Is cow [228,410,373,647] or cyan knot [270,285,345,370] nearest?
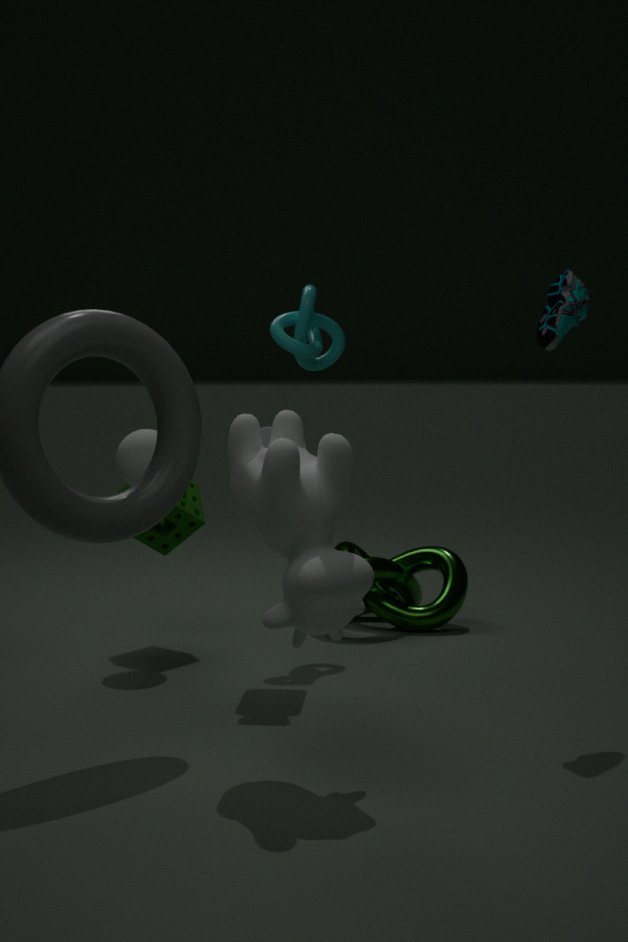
cow [228,410,373,647]
